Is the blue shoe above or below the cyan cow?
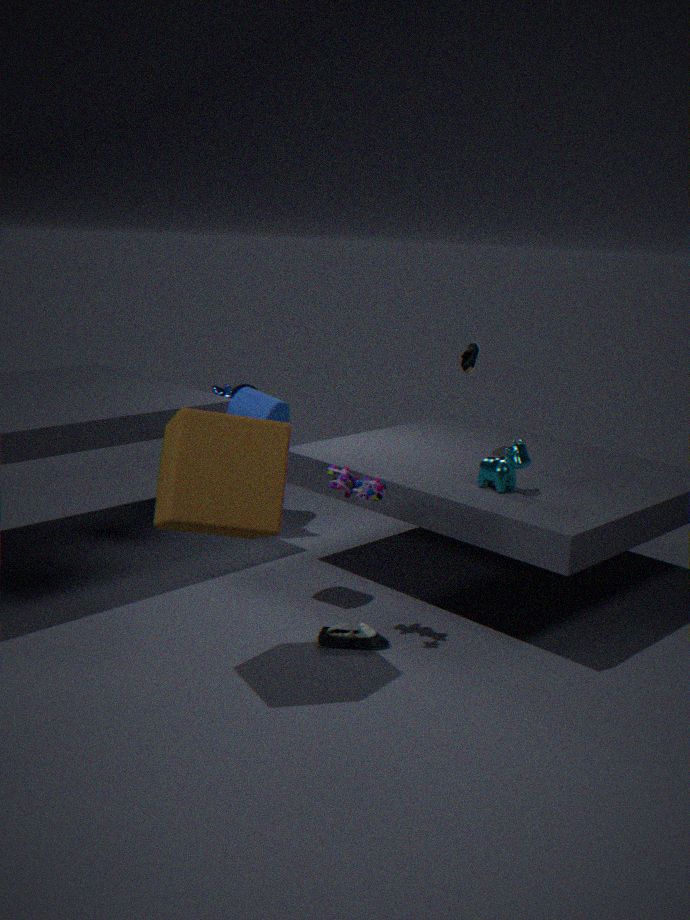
below
